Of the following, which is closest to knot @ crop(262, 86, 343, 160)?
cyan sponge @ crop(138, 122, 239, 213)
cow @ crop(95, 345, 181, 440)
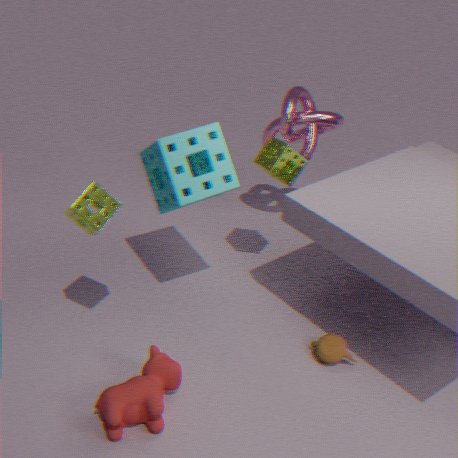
cyan sponge @ crop(138, 122, 239, 213)
